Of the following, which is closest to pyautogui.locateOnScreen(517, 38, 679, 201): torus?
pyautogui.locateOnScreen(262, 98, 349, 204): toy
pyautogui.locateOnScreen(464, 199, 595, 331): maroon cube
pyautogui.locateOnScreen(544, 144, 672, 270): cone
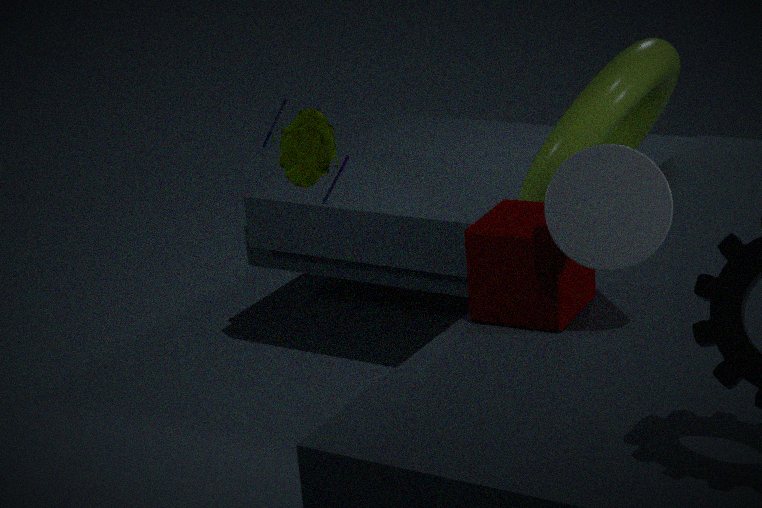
pyautogui.locateOnScreen(464, 199, 595, 331): maroon cube
